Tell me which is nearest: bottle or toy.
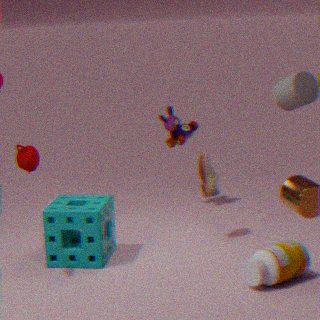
bottle
